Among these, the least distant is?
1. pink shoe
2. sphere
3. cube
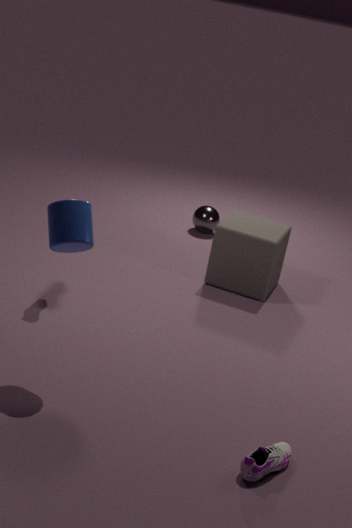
pink shoe
